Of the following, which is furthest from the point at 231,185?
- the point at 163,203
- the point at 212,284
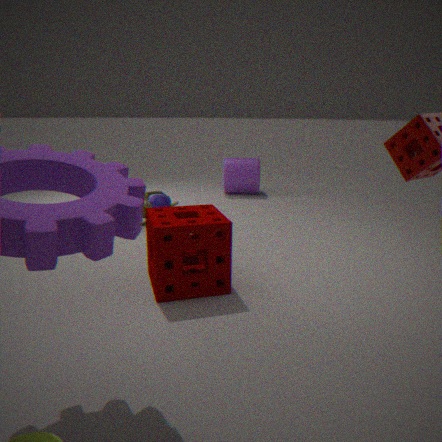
the point at 212,284
